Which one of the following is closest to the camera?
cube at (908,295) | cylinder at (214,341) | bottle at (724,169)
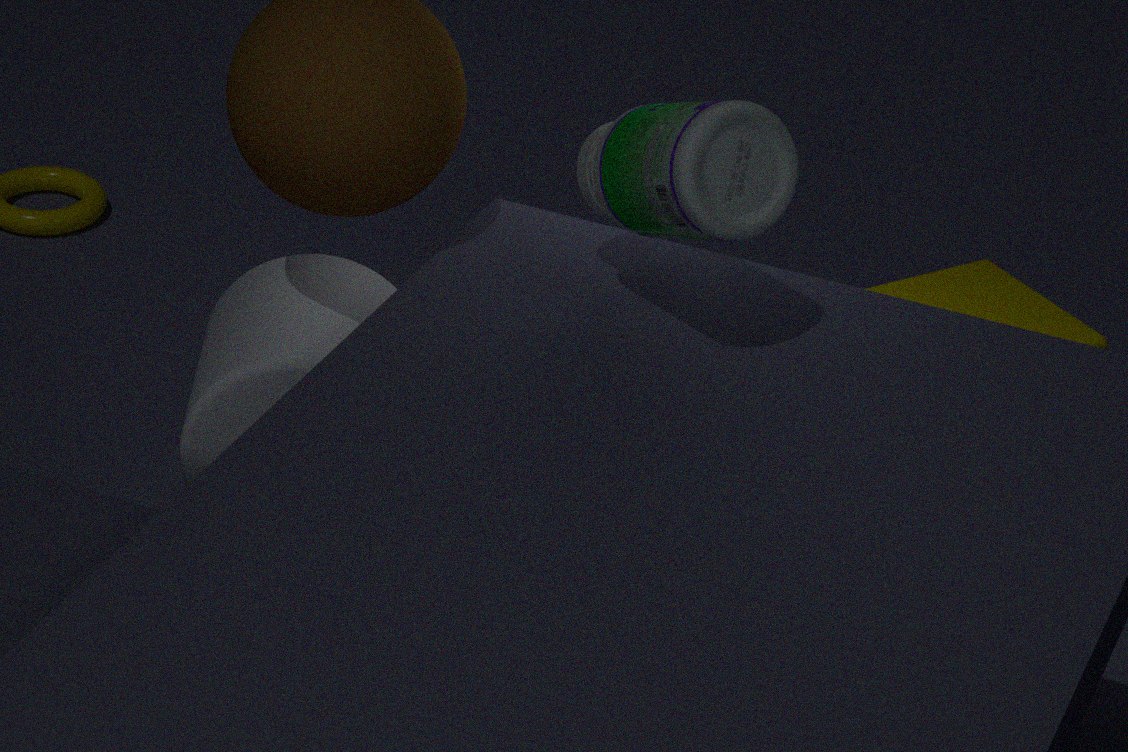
bottle at (724,169)
